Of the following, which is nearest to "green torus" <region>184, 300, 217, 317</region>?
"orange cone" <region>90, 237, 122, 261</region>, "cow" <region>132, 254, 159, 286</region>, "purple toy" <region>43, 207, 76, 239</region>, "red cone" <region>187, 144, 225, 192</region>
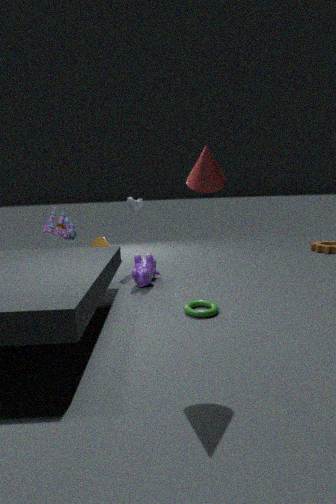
"cow" <region>132, 254, 159, 286</region>
